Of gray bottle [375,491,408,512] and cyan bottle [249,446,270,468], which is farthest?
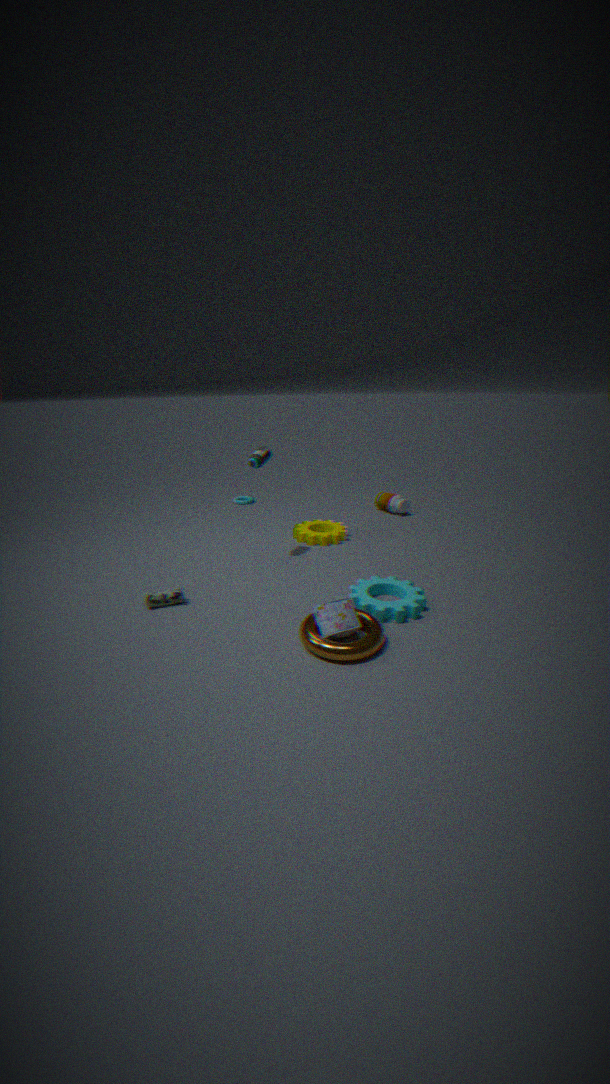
gray bottle [375,491,408,512]
